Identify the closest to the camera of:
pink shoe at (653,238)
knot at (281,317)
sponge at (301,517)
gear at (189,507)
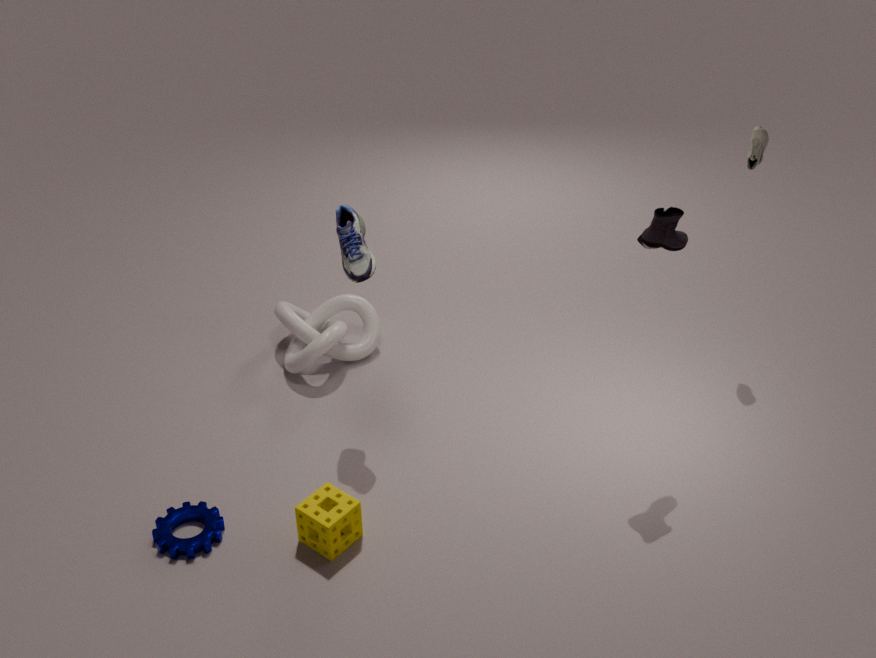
pink shoe at (653,238)
